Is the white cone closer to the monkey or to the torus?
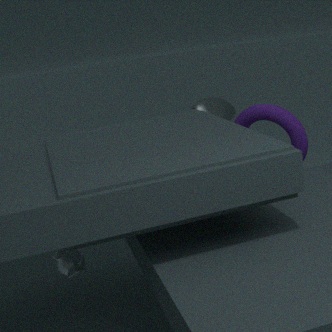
the torus
